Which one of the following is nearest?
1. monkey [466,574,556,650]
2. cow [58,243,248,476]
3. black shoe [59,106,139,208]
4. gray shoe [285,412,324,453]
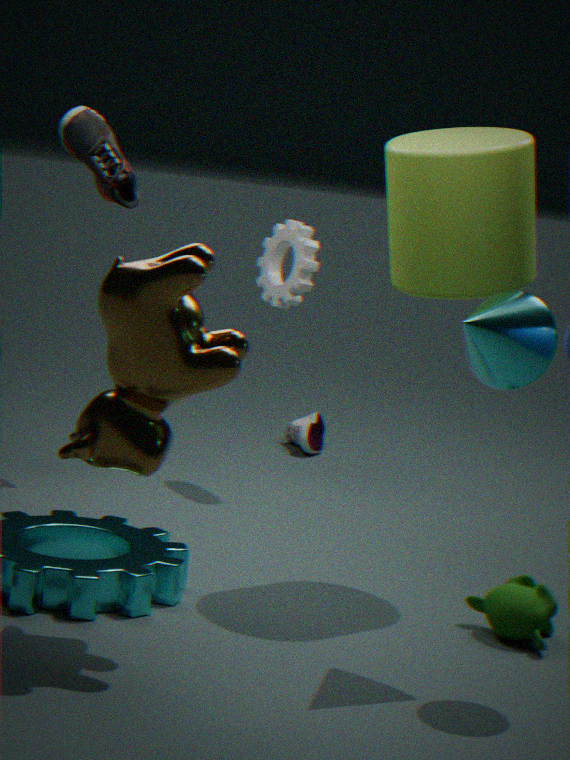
cow [58,243,248,476]
